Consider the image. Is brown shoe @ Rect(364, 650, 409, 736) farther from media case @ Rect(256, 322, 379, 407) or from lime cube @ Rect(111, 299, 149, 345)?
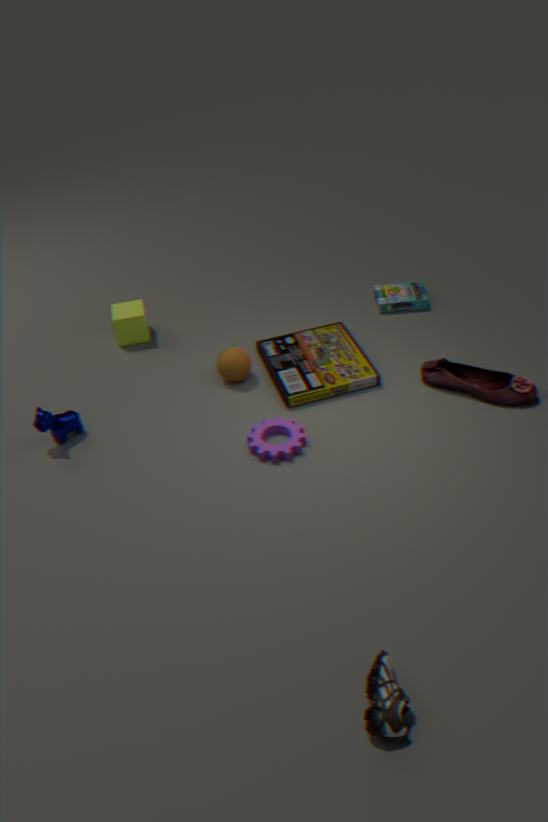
lime cube @ Rect(111, 299, 149, 345)
